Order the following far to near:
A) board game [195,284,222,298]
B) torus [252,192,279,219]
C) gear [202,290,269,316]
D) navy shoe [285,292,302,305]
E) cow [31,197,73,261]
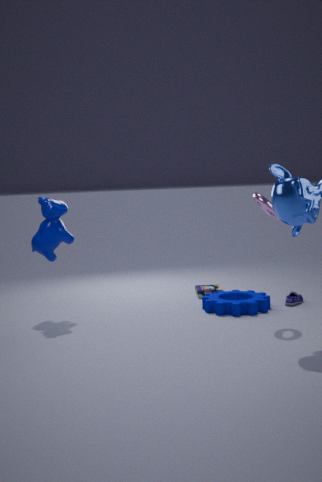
1. board game [195,284,222,298]
2. navy shoe [285,292,302,305]
3. gear [202,290,269,316]
4. cow [31,197,73,261]
5. torus [252,192,279,219]
